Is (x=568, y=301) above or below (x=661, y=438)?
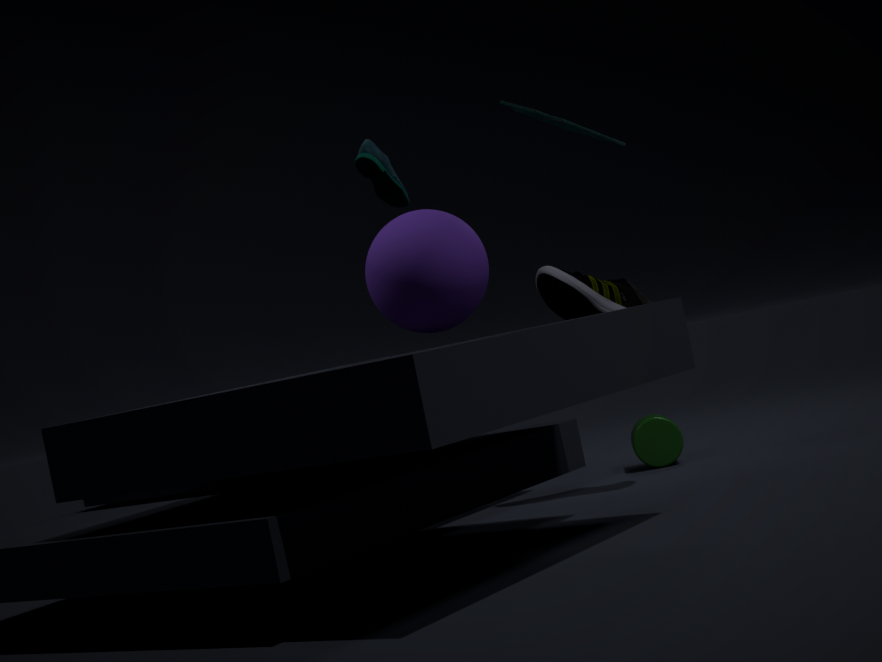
above
